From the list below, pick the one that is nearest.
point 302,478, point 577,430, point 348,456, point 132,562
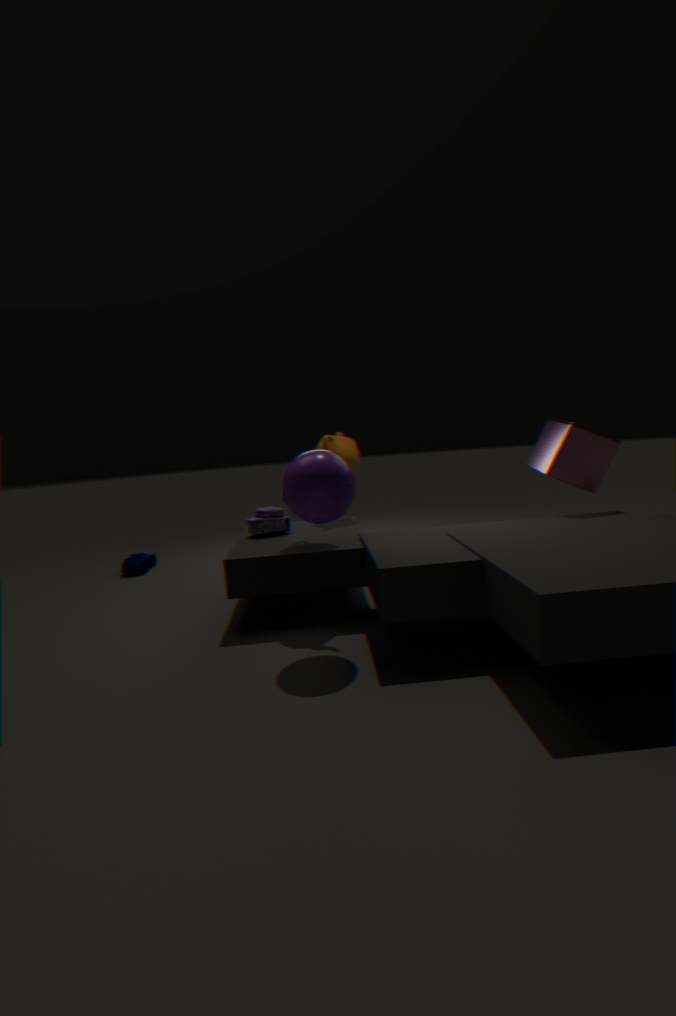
point 302,478
